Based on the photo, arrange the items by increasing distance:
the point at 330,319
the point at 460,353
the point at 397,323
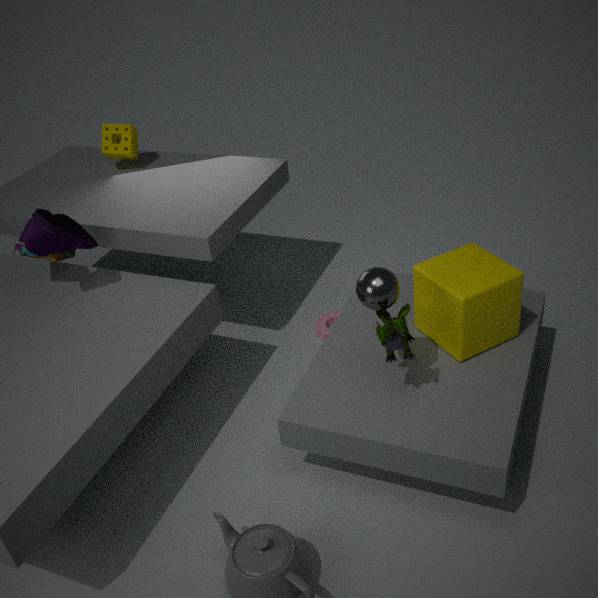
1. the point at 397,323
2. the point at 460,353
3. the point at 330,319
